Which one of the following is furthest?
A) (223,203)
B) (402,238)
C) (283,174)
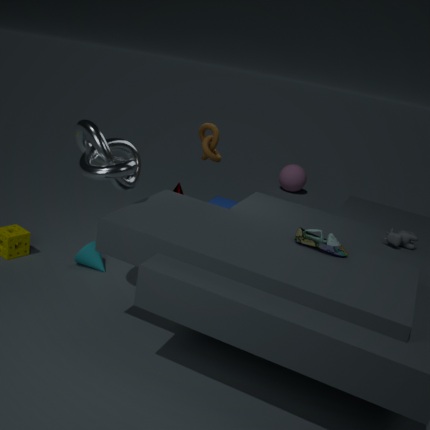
(283,174)
